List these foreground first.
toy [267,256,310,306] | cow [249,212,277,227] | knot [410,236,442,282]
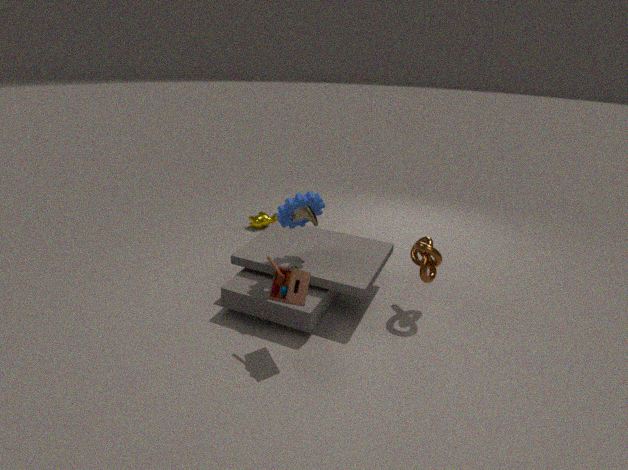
toy [267,256,310,306]
knot [410,236,442,282]
cow [249,212,277,227]
